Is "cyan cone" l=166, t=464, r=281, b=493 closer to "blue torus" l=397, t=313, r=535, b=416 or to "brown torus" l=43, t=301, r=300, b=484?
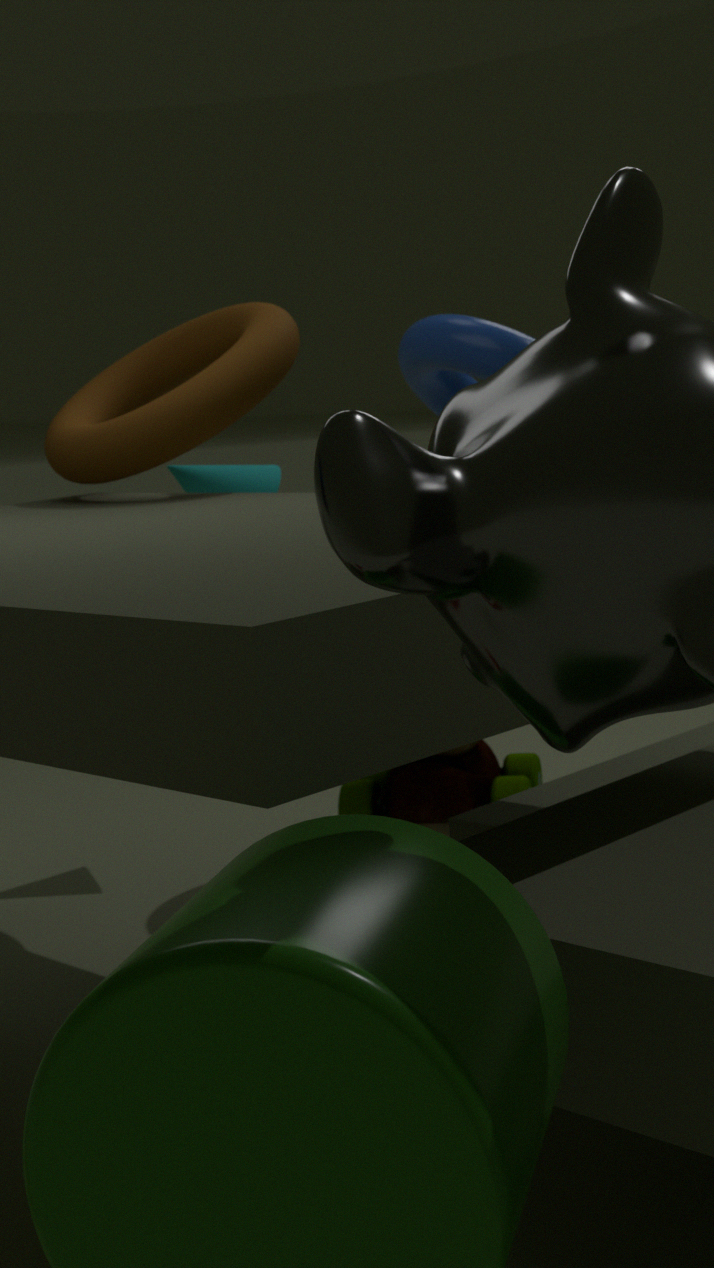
"brown torus" l=43, t=301, r=300, b=484
